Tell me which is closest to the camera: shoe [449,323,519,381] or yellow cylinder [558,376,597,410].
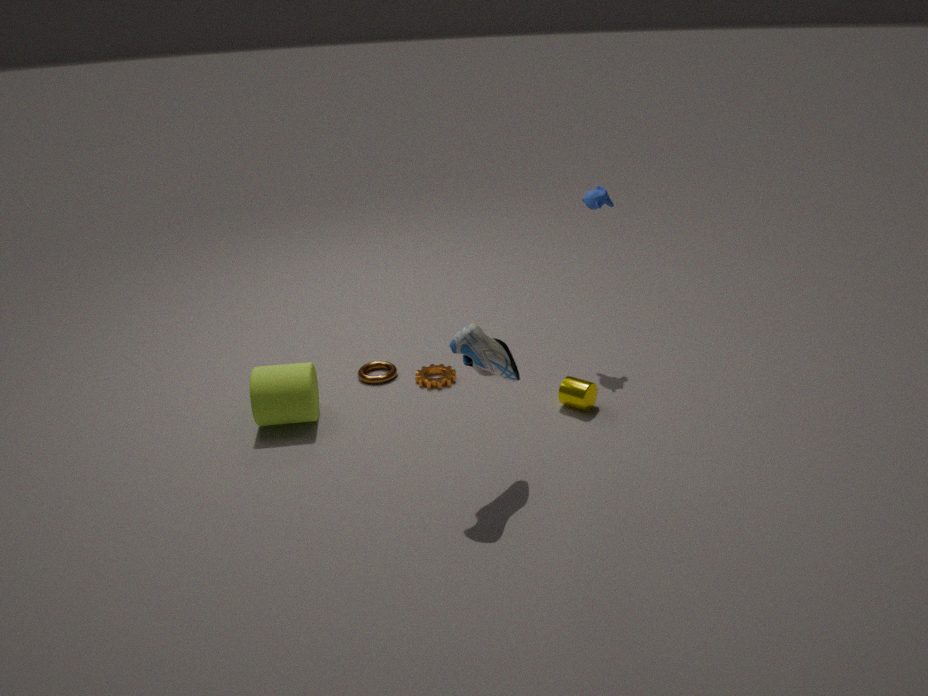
shoe [449,323,519,381]
